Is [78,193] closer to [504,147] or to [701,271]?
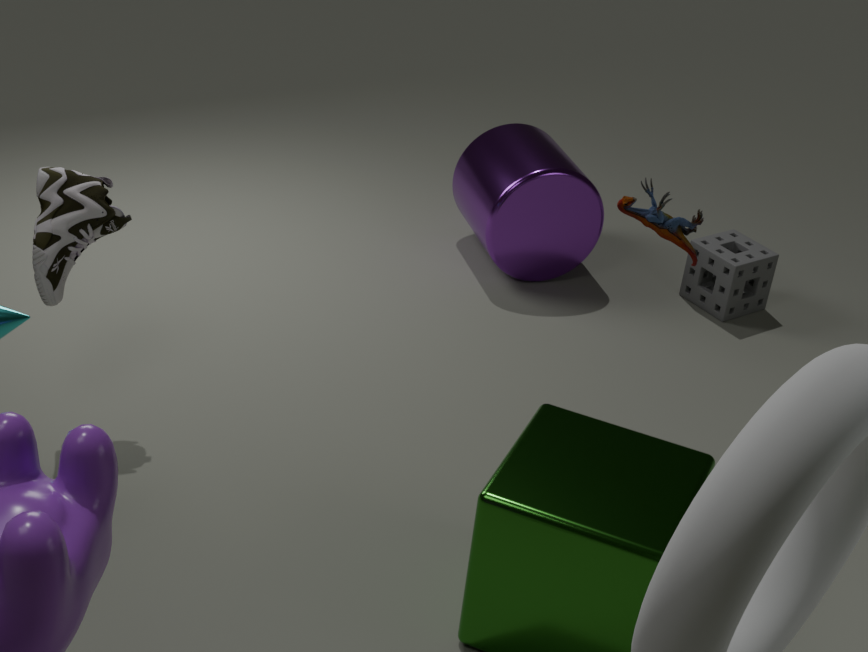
[504,147]
